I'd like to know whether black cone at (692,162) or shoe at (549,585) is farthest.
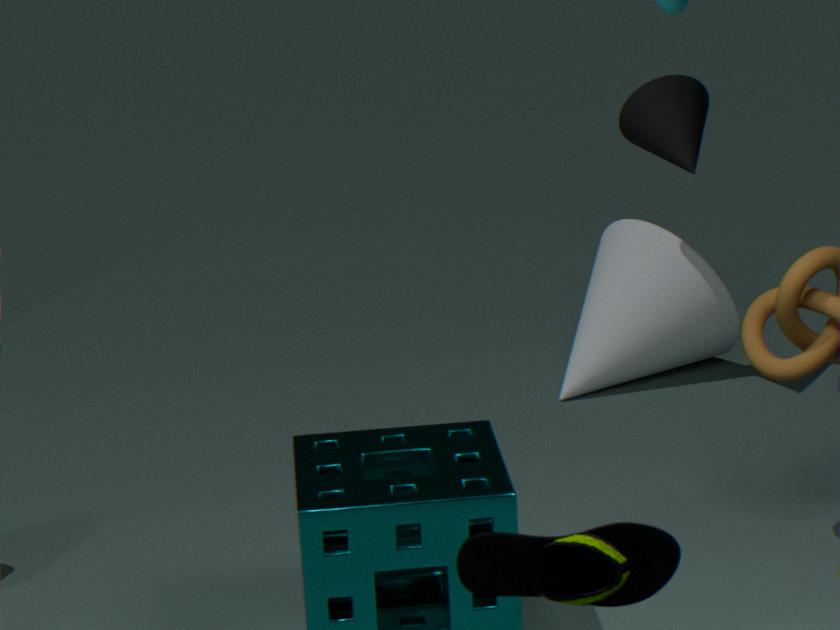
black cone at (692,162)
